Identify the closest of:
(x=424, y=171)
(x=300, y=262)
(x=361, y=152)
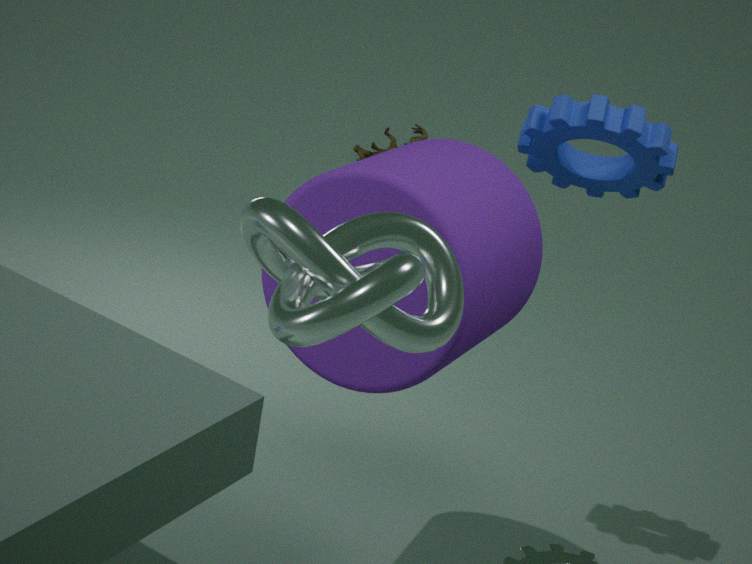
(x=300, y=262)
